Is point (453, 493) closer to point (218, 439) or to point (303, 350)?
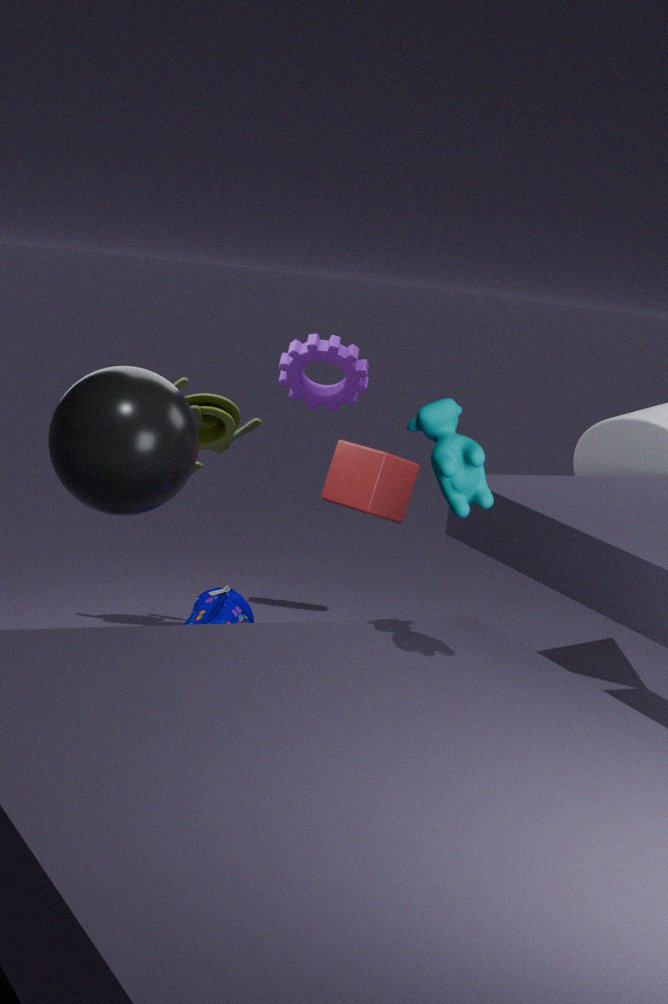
point (218, 439)
